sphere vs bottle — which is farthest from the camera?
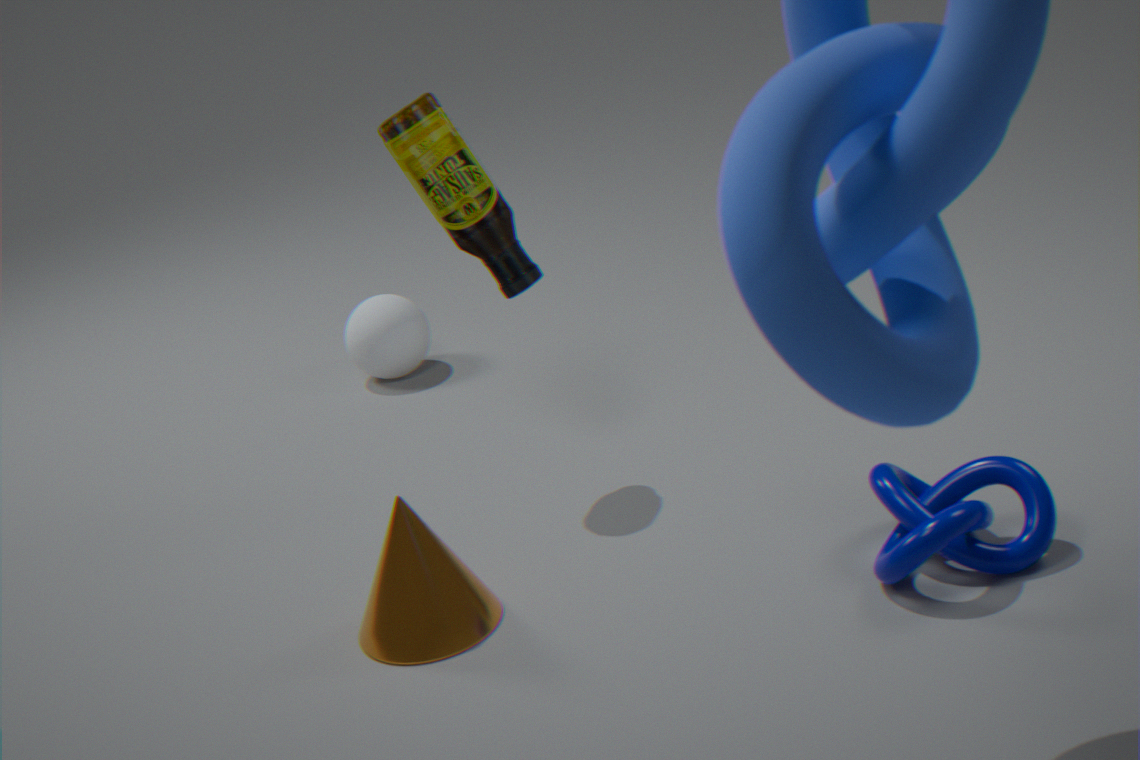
sphere
